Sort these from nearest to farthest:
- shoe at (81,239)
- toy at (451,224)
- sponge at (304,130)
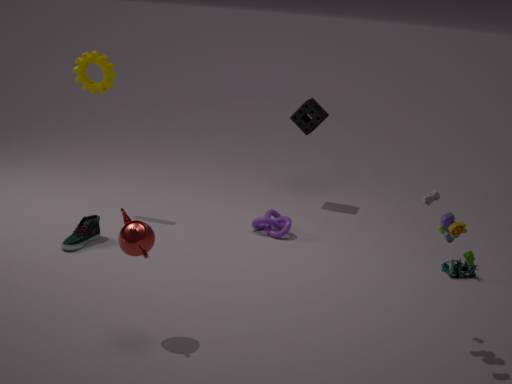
toy at (451,224) < shoe at (81,239) < sponge at (304,130)
